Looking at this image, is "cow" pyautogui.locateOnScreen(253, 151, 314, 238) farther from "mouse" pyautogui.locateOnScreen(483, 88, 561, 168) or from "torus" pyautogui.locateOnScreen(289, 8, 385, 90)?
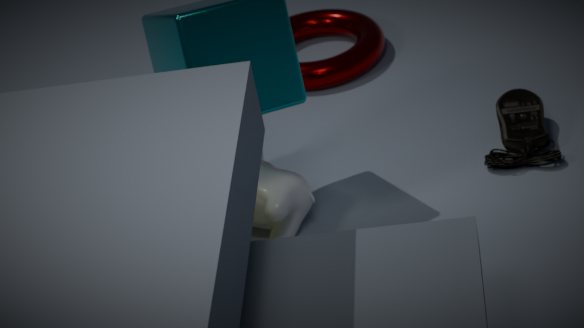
"mouse" pyautogui.locateOnScreen(483, 88, 561, 168)
